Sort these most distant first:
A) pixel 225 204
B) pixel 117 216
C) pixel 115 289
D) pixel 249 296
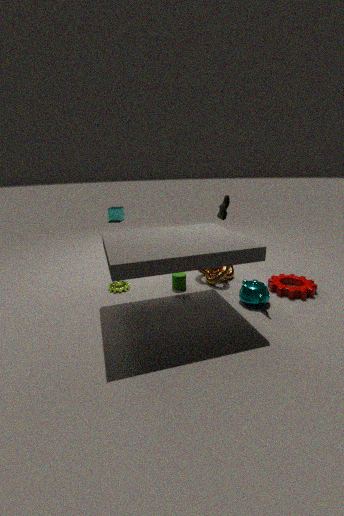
pixel 117 216
pixel 225 204
pixel 115 289
pixel 249 296
